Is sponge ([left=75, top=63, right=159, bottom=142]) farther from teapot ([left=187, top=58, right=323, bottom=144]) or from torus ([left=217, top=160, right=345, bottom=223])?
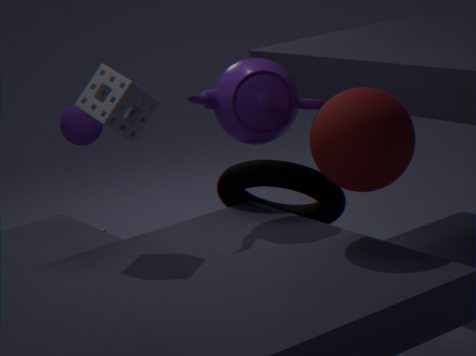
torus ([left=217, top=160, right=345, bottom=223])
